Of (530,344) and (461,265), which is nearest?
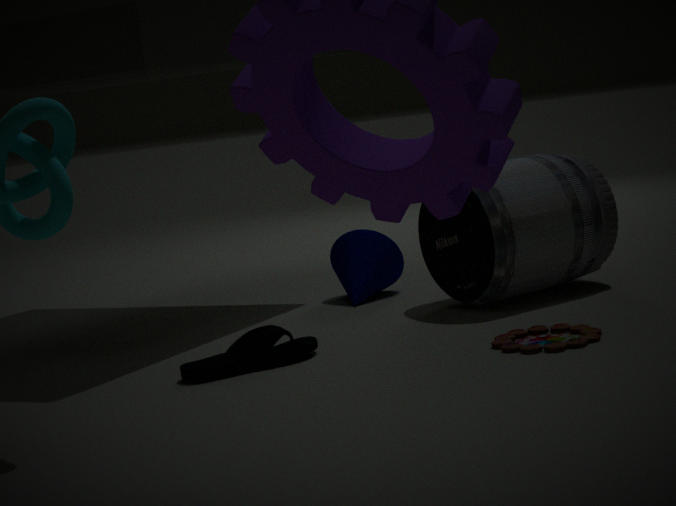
(530,344)
